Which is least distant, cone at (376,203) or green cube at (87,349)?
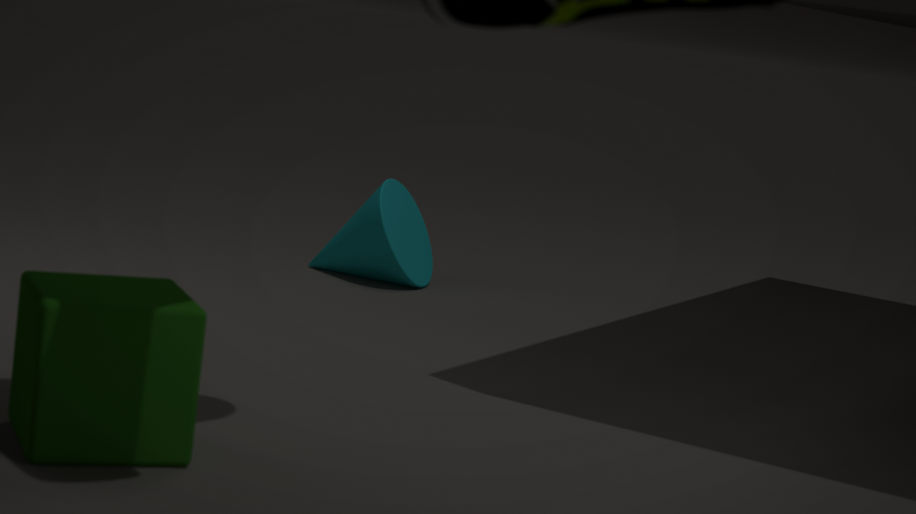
green cube at (87,349)
